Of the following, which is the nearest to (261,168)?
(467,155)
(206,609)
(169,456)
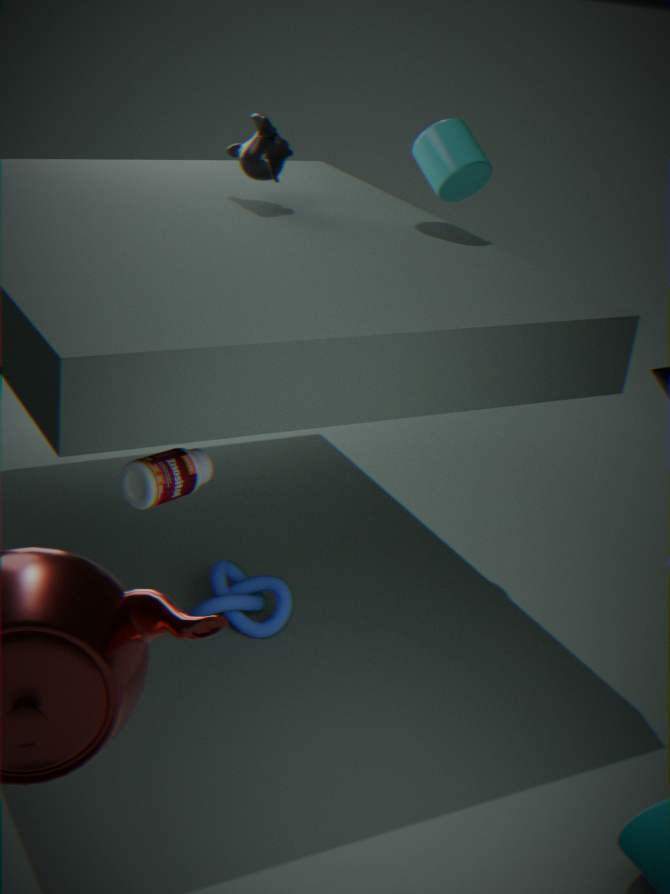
(467,155)
